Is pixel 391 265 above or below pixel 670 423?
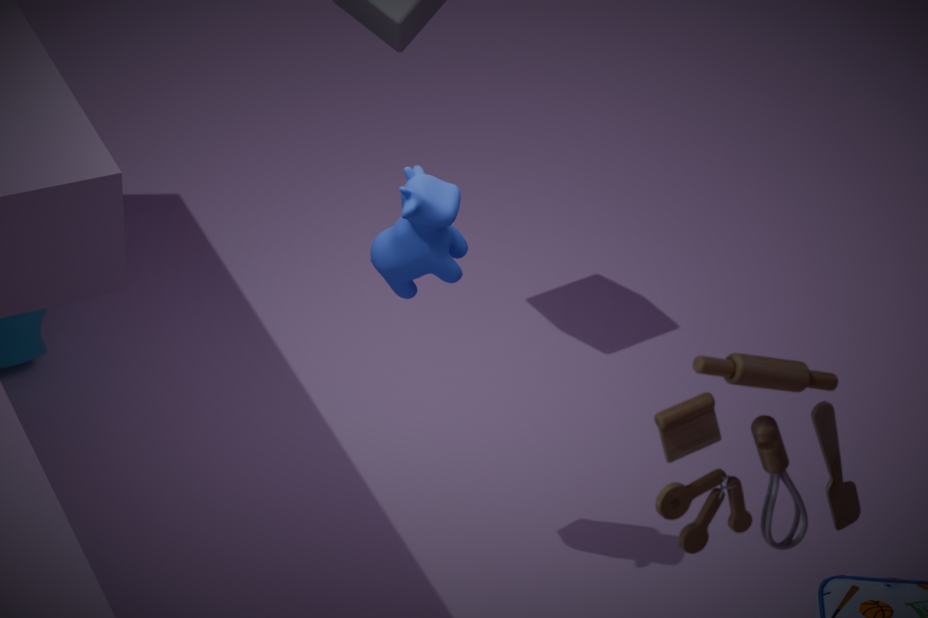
below
